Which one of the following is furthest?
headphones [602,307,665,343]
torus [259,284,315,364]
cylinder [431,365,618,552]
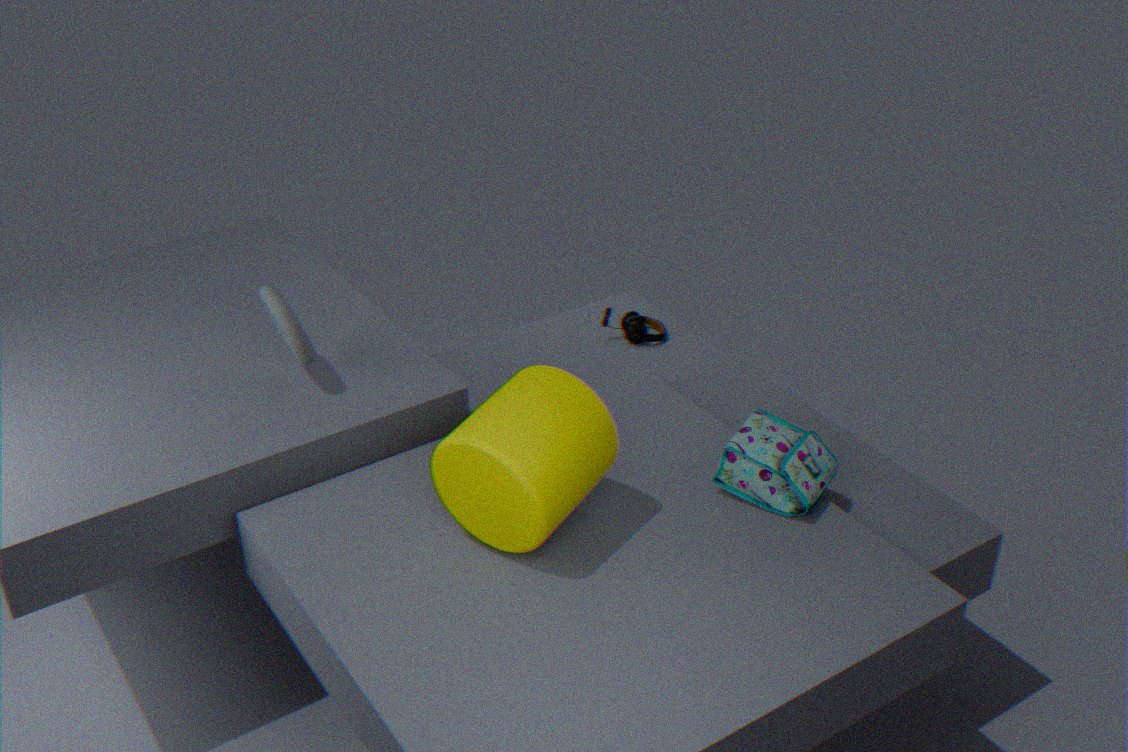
headphones [602,307,665,343]
